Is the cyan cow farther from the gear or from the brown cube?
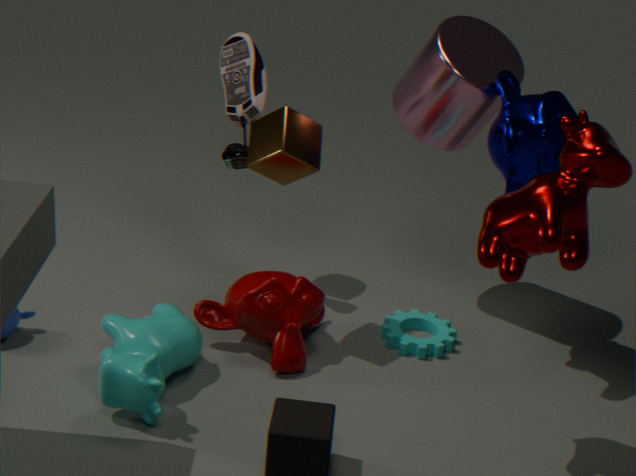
the gear
